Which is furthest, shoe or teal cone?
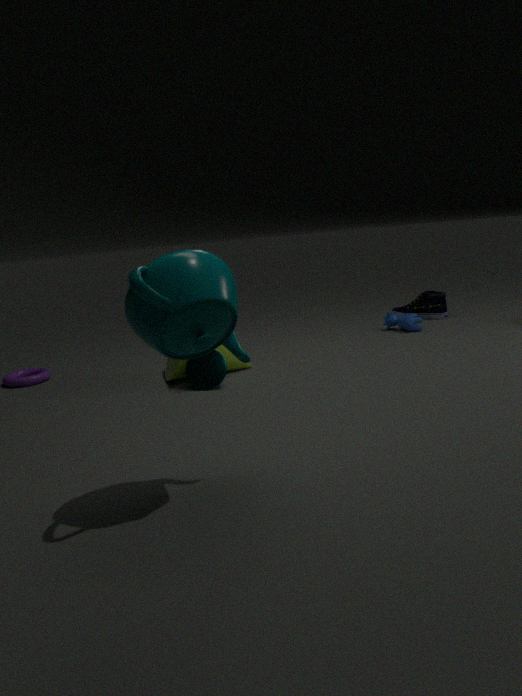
shoe
